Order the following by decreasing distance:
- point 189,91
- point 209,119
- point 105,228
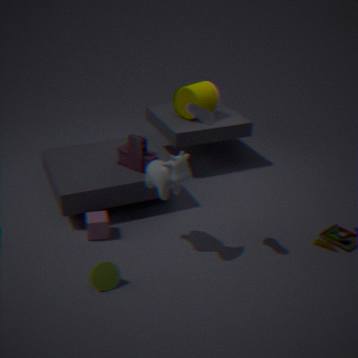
point 189,91 → point 105,228 → point 209,119
